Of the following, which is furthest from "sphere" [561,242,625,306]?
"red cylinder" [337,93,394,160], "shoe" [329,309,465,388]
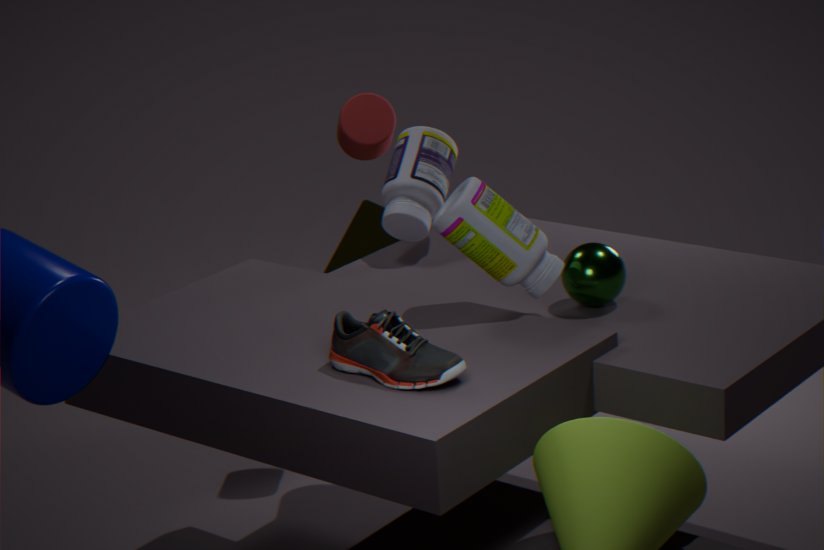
"red cylinder" [337,93,394,160]
